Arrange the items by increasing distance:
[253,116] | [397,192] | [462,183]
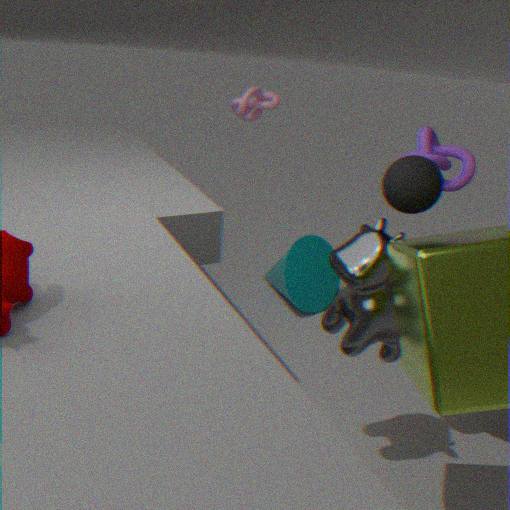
[397,192], [462,183], [253,116]
